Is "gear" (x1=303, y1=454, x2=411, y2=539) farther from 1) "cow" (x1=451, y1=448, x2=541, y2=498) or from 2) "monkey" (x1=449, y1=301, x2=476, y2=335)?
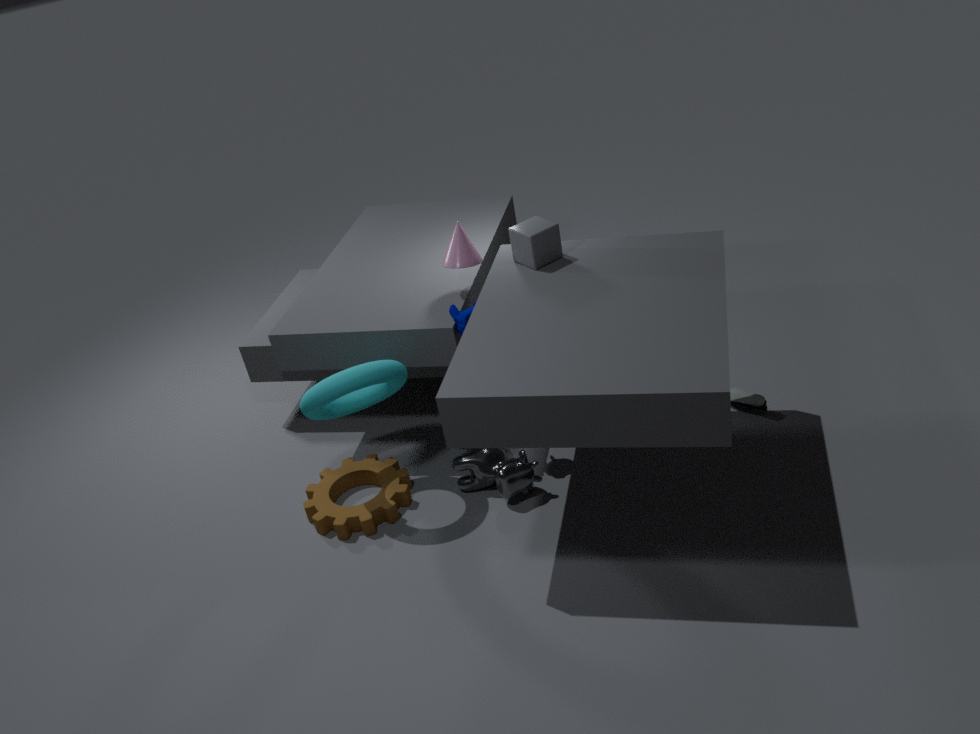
2) "monkey" (x1=449, y1=301, x2=476, y2=335)
